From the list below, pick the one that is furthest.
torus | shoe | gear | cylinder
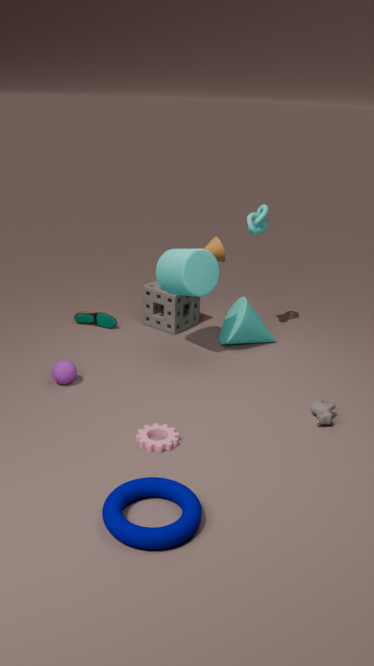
shoe
